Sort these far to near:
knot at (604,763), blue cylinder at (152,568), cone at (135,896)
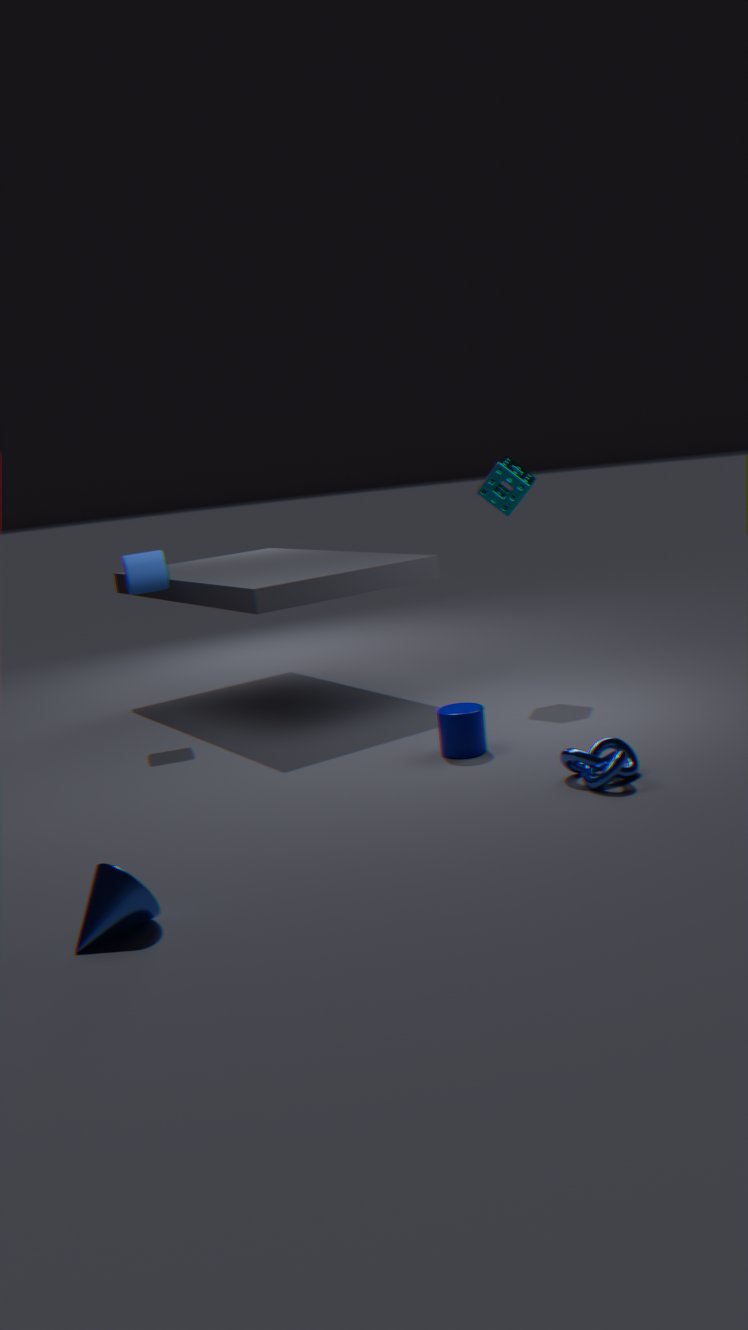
blue cylinder at (152,568) < knot at (604,763) < cone at (135,896)
